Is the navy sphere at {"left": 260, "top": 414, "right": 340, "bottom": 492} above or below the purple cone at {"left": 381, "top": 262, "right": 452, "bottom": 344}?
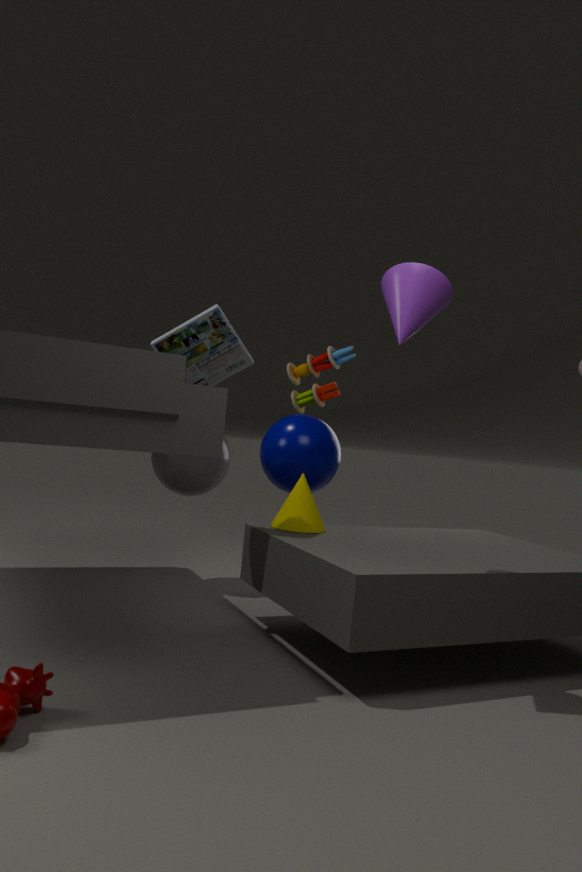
below
